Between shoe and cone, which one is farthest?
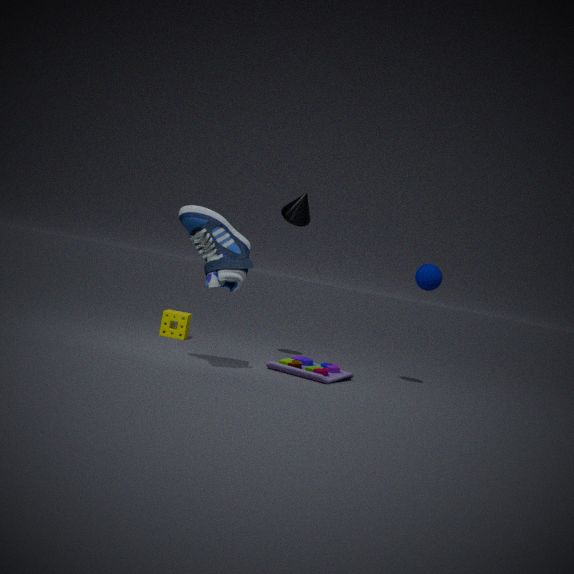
cone
